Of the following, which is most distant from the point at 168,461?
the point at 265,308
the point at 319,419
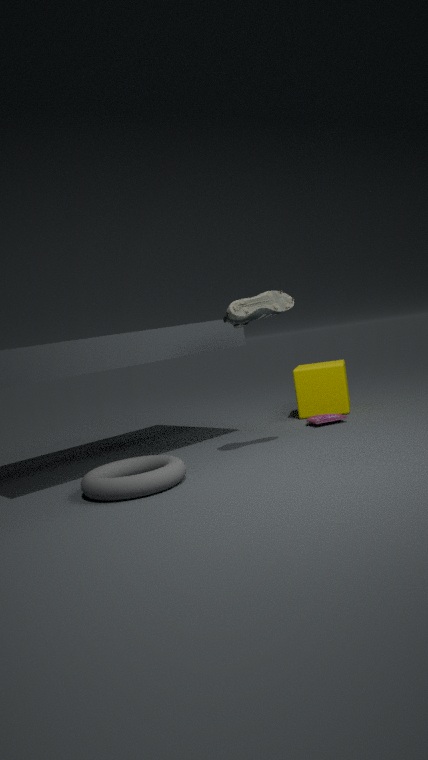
the point at 319,419
